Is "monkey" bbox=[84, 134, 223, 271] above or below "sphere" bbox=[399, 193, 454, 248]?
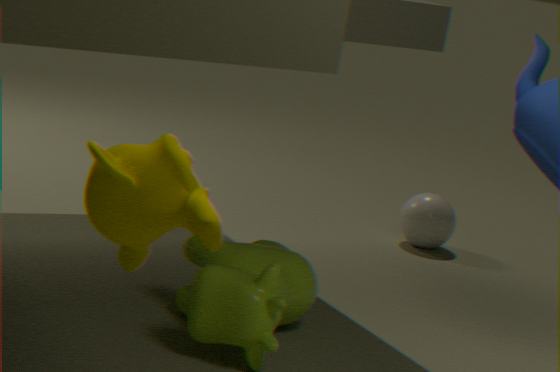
above
